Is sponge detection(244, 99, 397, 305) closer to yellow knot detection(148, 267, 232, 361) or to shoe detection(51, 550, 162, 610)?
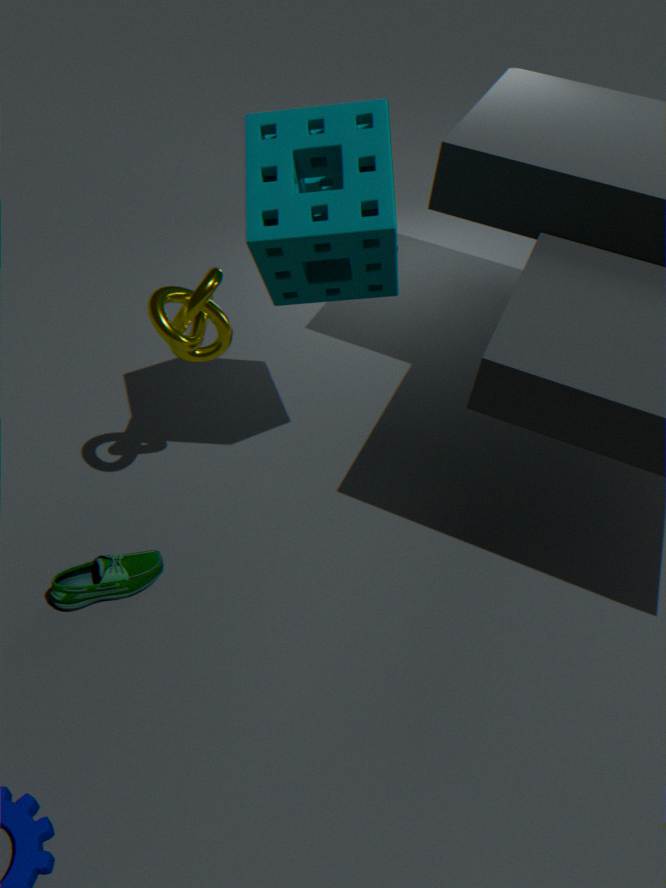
yellow knot detection(148, 267, 232, 361)
